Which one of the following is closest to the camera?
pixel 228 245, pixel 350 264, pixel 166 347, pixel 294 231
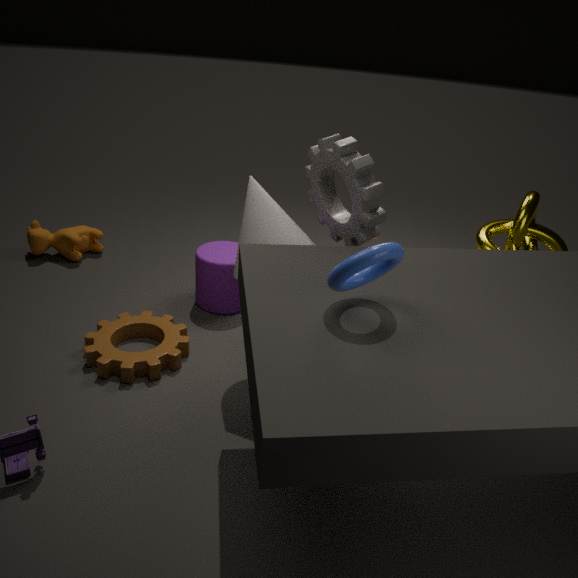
pixel 350 264
